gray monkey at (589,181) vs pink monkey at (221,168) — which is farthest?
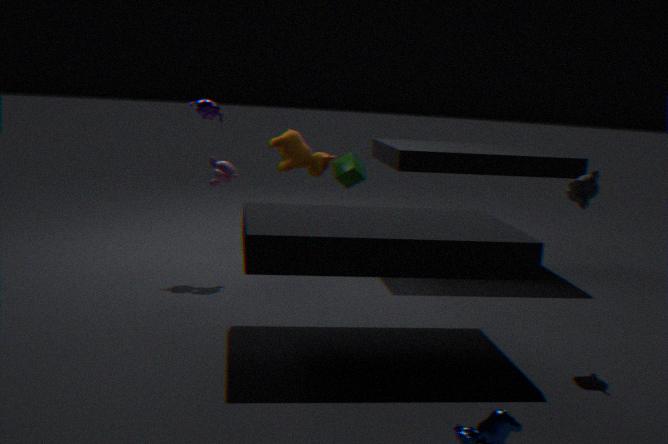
pink monkey at (221,168)
